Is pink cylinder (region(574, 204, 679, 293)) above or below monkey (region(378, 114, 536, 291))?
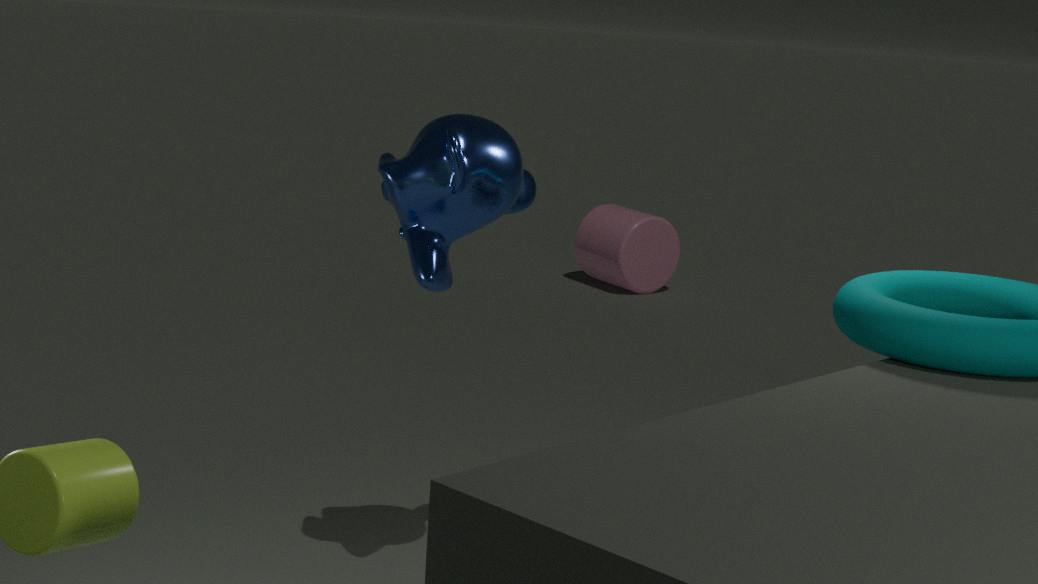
below
